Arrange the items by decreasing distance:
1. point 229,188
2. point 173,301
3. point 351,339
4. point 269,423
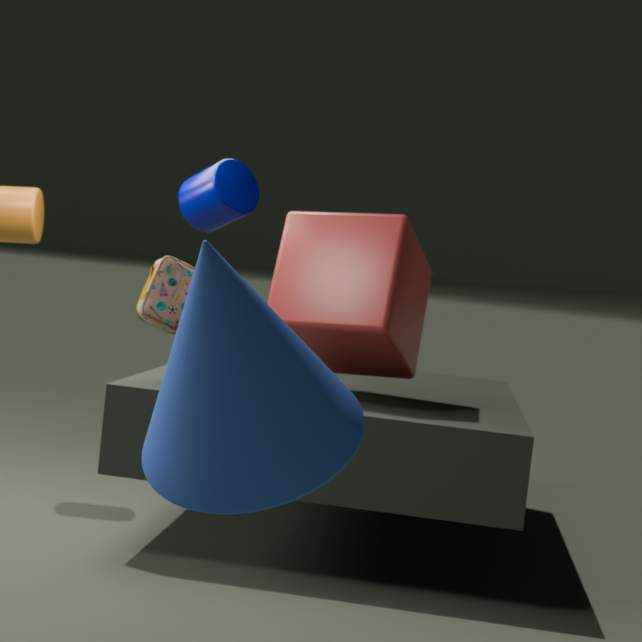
point 229,188 < point 173,301 < point 351,339 < point 269,423
